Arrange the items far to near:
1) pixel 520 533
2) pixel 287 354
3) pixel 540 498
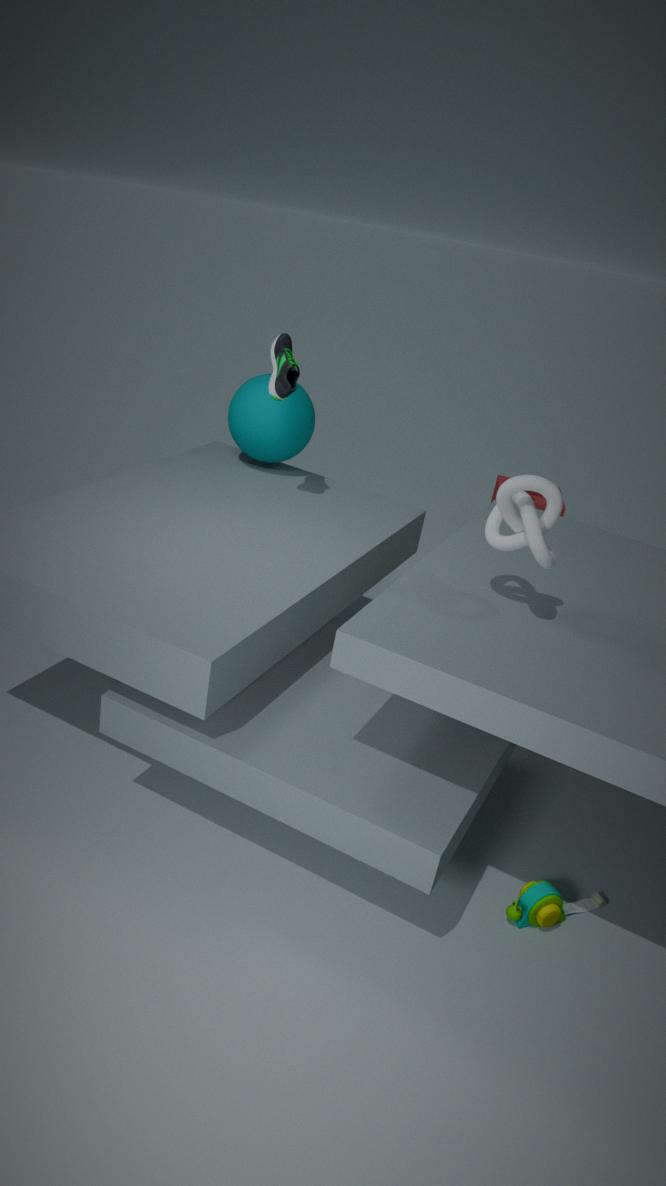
3. pixel 540 498 → 2. pixel 287 354 → 1. pixel 520 533
